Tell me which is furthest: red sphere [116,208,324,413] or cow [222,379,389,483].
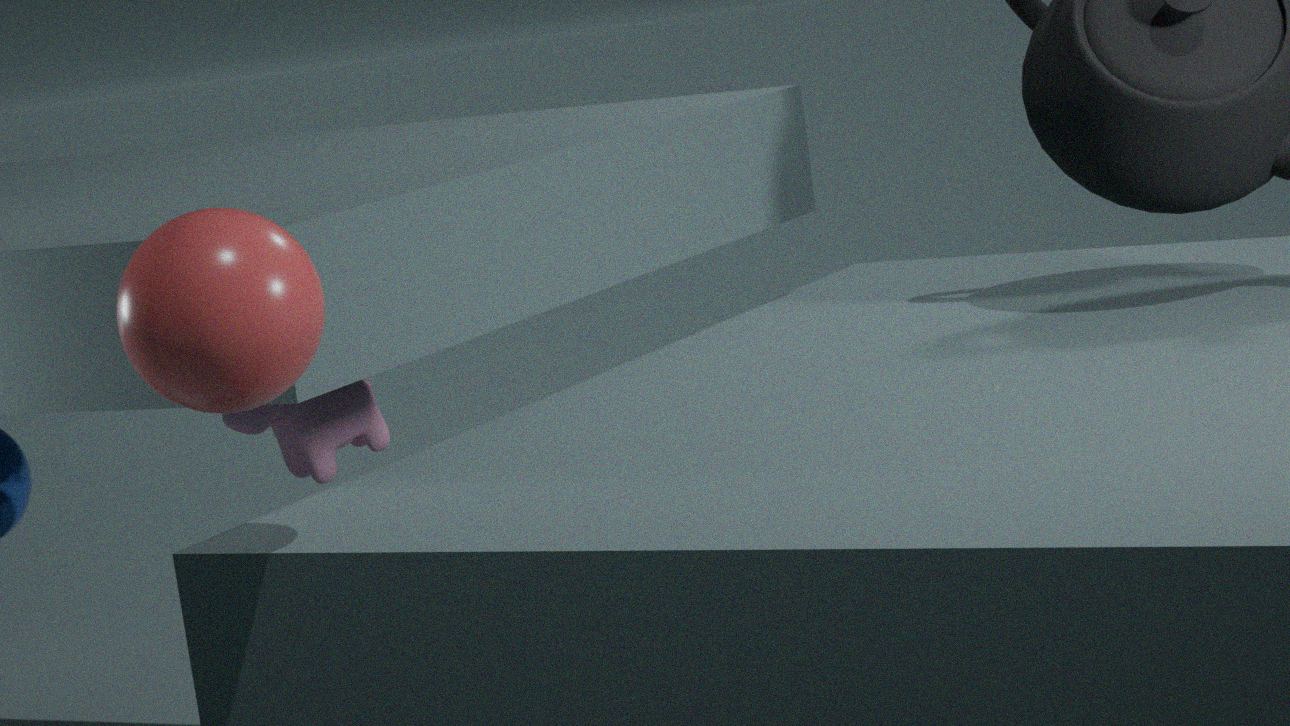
cow [222,379,389,483]
